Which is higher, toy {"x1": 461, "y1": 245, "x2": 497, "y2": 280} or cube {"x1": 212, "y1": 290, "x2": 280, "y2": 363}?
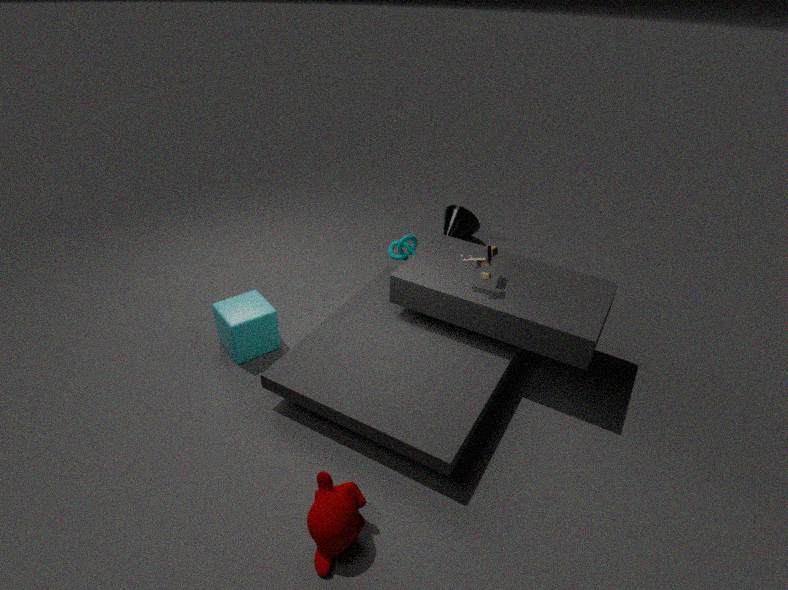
toy {"x1": 461, "y1": 245, "x2": 497, "y2": 280}
